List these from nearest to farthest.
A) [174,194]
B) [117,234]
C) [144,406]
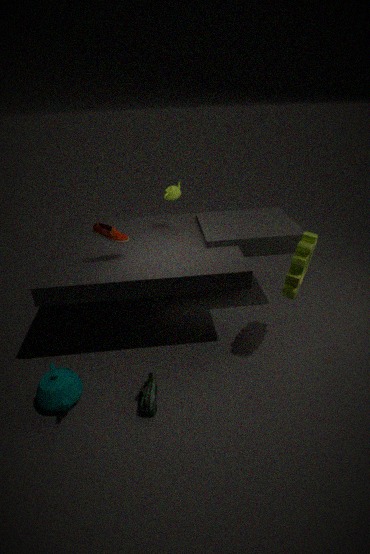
1. [144,406]
2. [117,234]
3. [174,194]
